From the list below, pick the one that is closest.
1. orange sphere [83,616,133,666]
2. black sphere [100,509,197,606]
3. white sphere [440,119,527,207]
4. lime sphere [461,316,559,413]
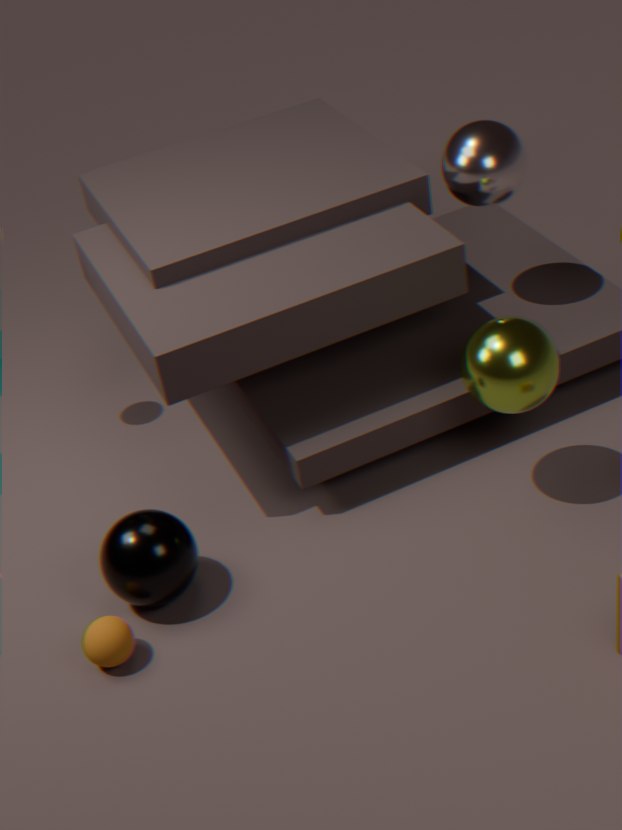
orange sphere [83,616,133,666]
